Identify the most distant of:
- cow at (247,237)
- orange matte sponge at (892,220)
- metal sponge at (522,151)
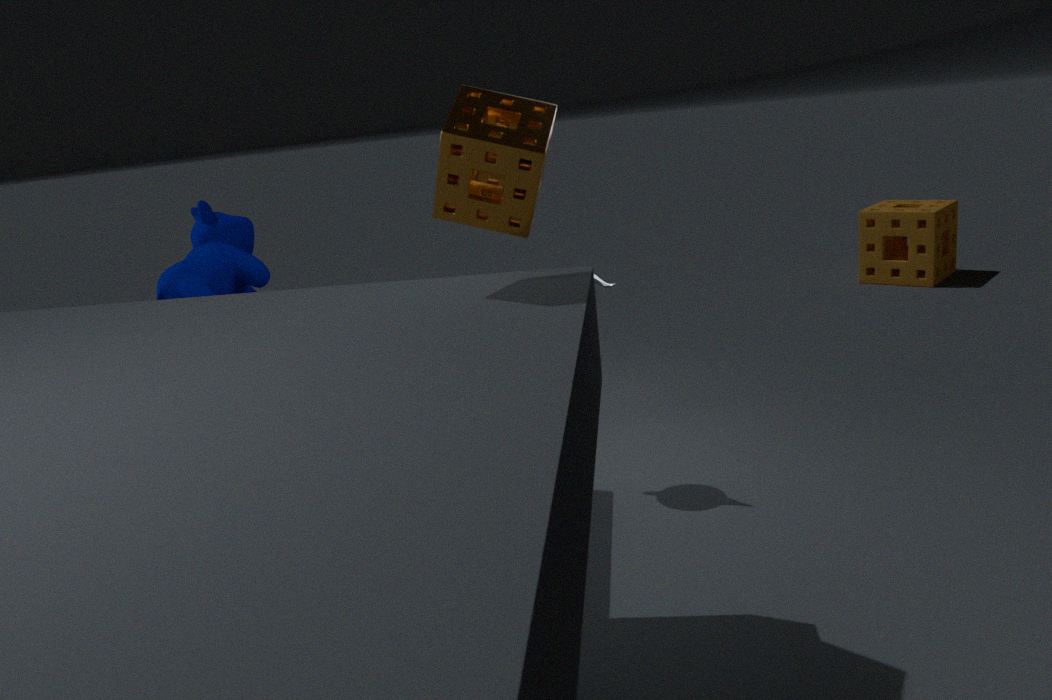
orange matte sponge at (892,220)
